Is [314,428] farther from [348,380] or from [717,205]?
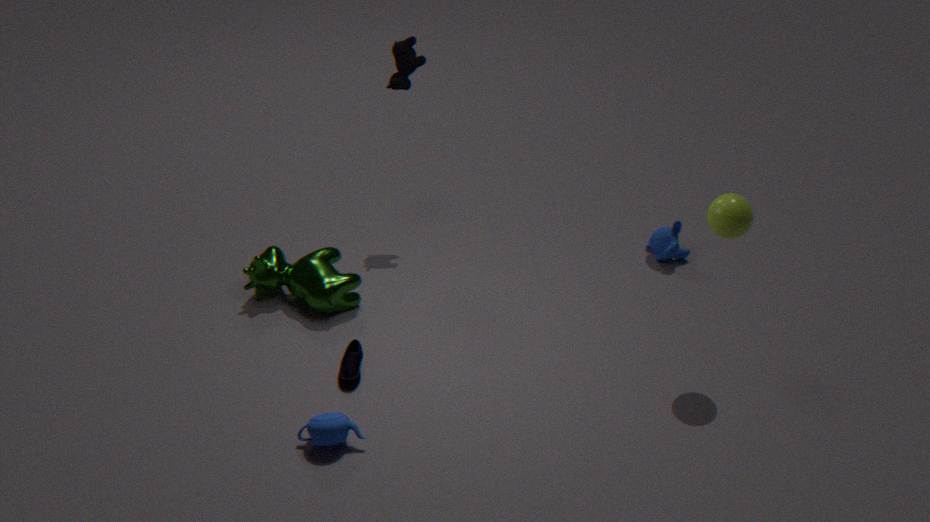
[717,205]
